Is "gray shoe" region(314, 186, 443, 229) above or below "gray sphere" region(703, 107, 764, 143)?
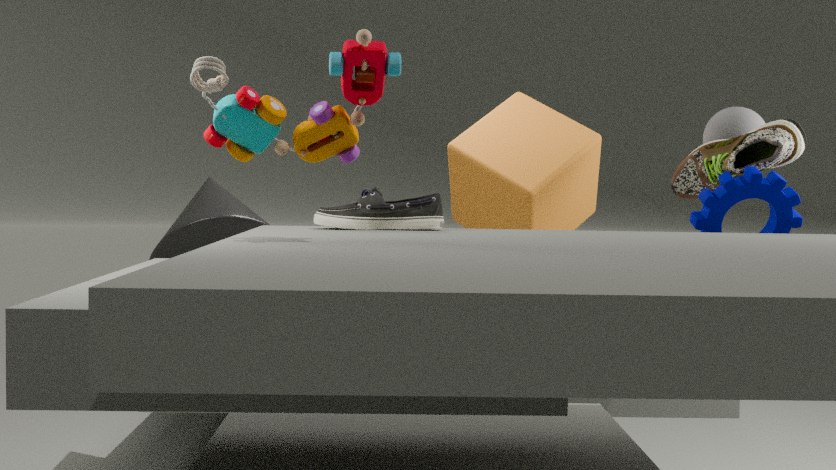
below
